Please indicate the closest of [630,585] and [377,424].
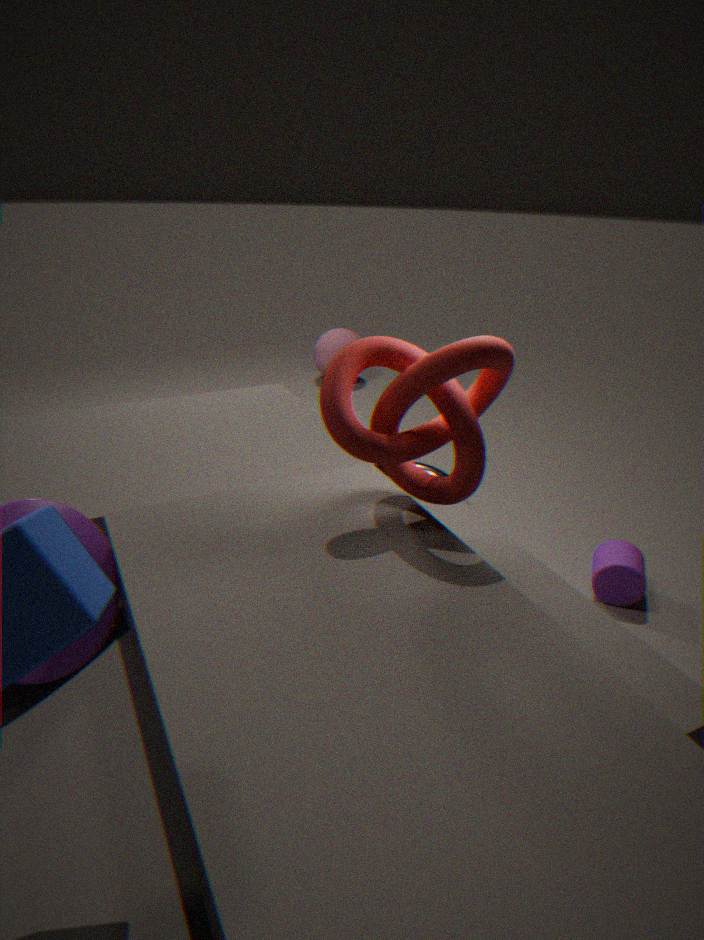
[377,424]
